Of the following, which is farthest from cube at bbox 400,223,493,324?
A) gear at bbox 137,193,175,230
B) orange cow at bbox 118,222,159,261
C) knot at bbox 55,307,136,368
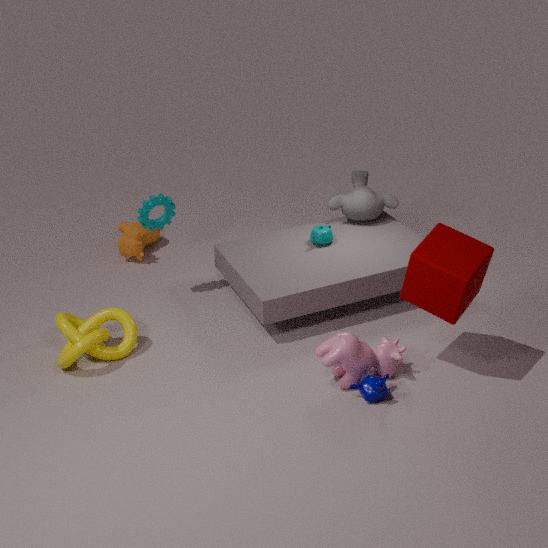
orange cow at bbox 118,222,159,261
